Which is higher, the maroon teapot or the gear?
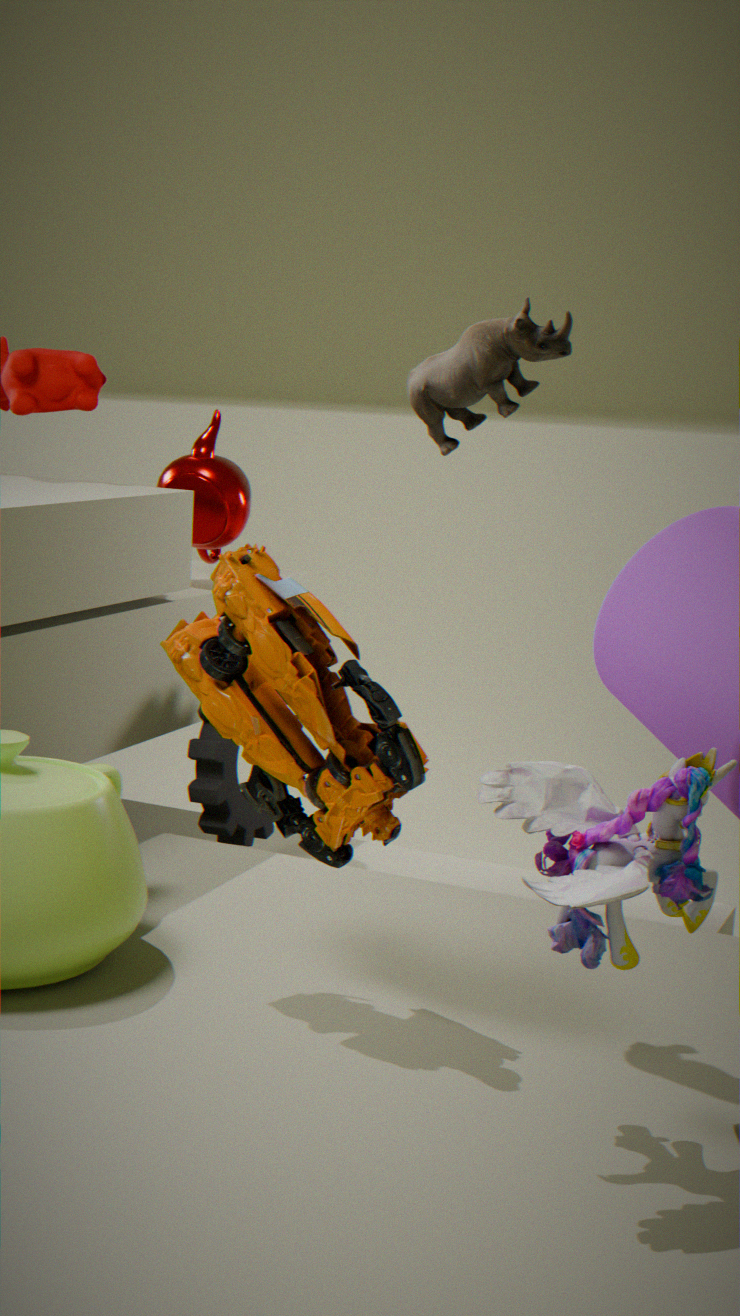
the maroon teapot
